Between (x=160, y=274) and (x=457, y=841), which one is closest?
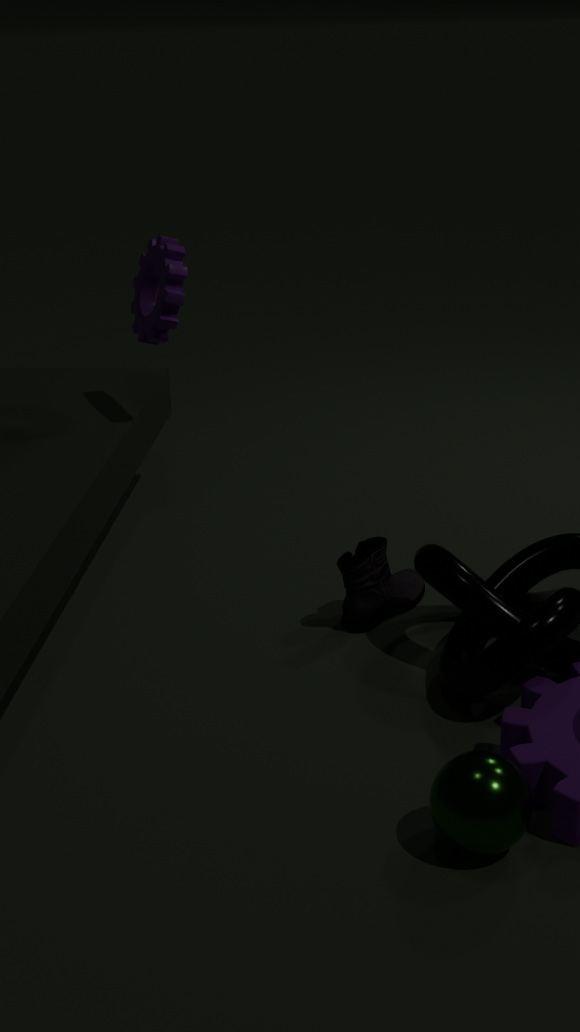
(x=457, y=841)
